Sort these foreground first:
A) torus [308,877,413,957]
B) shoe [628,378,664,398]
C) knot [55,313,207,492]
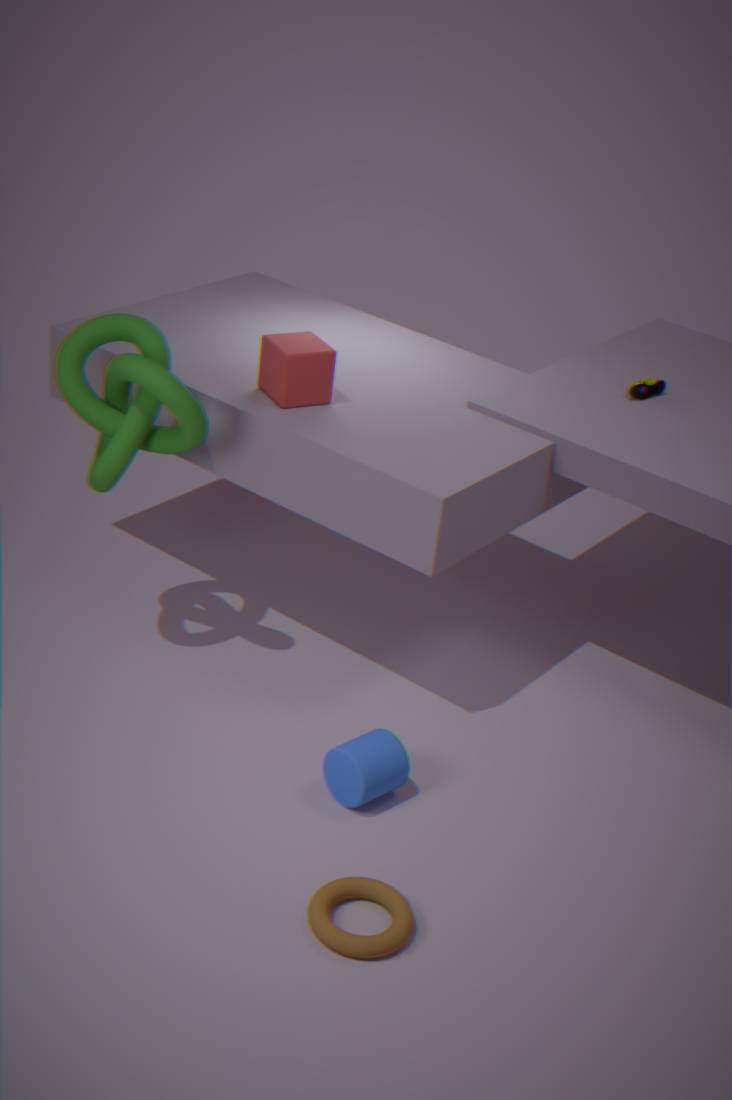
torus [308,877,413,957], knot [55,313,207,492], shoe [628,378,664,398]
